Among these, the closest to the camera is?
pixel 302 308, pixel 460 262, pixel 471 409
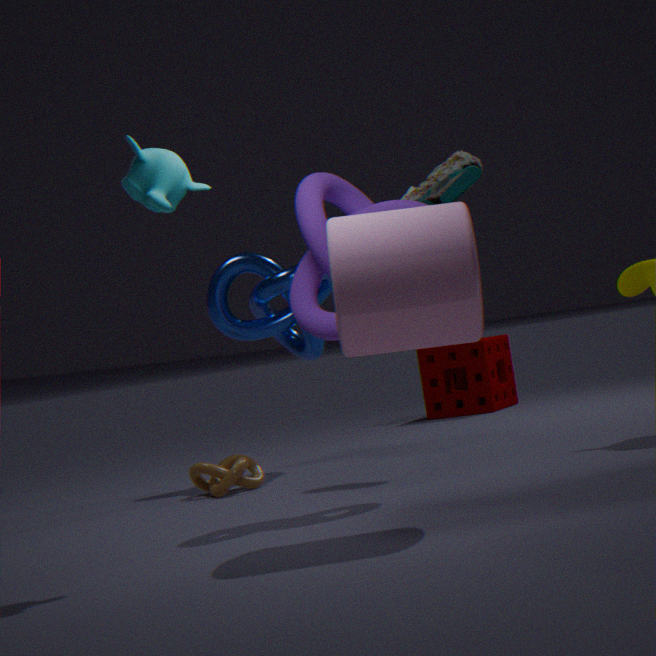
pixel 460 262
